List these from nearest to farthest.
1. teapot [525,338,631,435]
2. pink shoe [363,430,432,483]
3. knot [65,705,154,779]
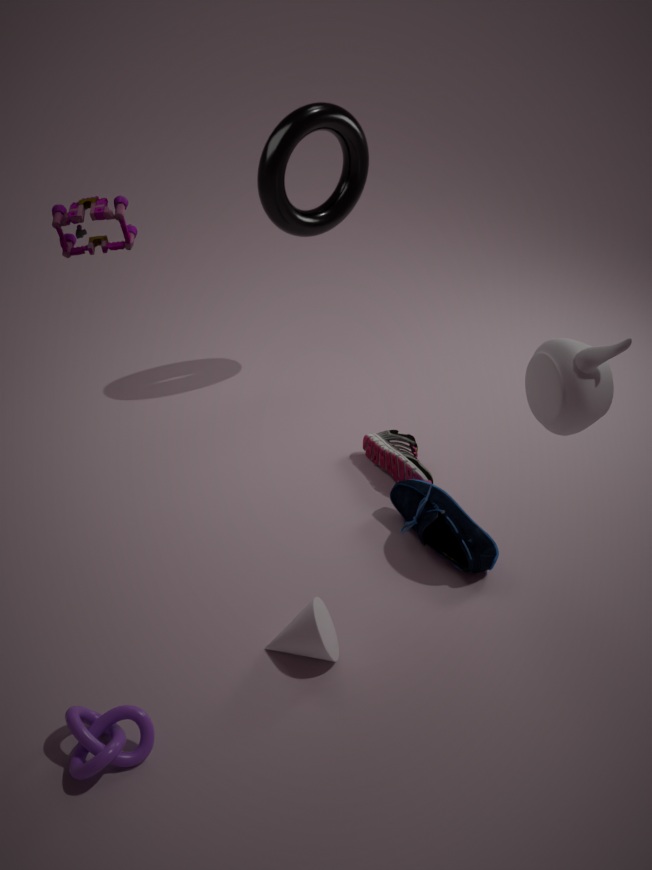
knot [65,705,154,779] → teapot [525,338,631,435] → pink shoe [363,430,432,483]
